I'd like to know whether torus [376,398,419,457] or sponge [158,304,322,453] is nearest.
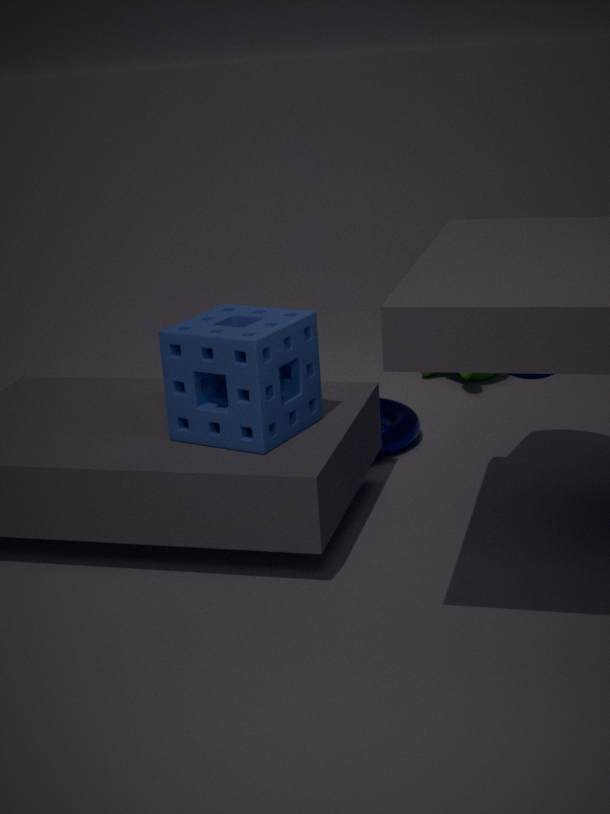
sponge [158,304,322,453]
